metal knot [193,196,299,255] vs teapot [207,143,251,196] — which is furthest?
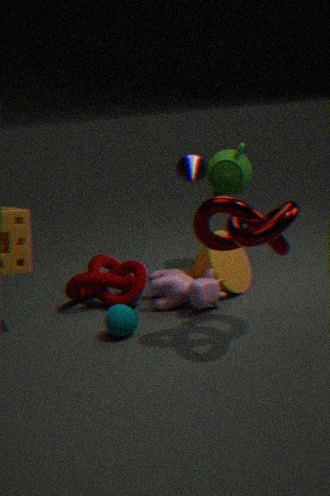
teapot [207,143,251,196]
